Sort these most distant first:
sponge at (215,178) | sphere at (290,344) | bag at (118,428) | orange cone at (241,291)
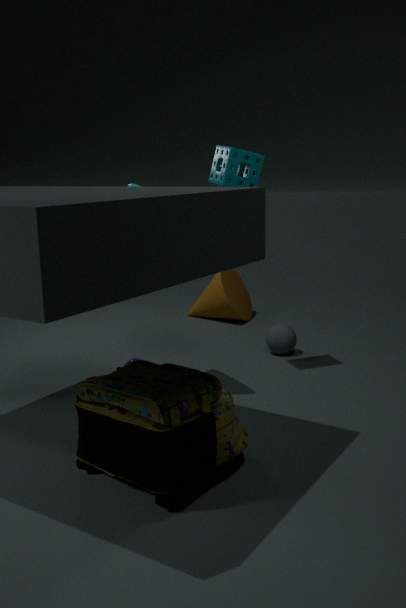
orange cone at (241,291), sphere at (290,344), sponge at (215,178), bag at (118,428)
